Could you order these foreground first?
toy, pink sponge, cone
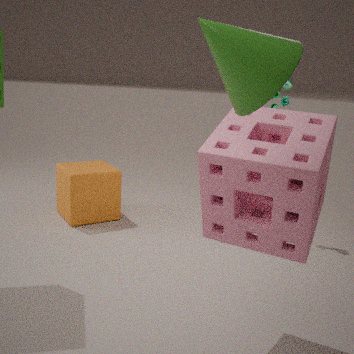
1. cone
2. pink sponge
3. toy
